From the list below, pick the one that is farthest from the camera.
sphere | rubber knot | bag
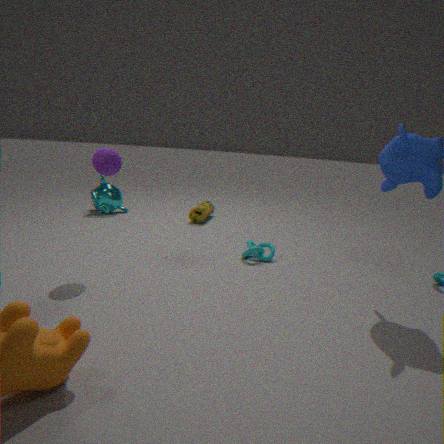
bag
